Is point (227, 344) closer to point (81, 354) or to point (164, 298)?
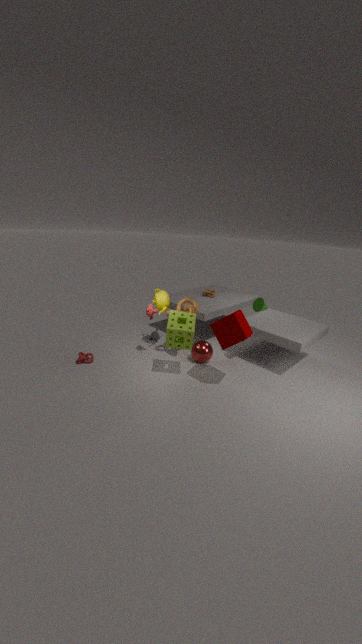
point (164, 298)
